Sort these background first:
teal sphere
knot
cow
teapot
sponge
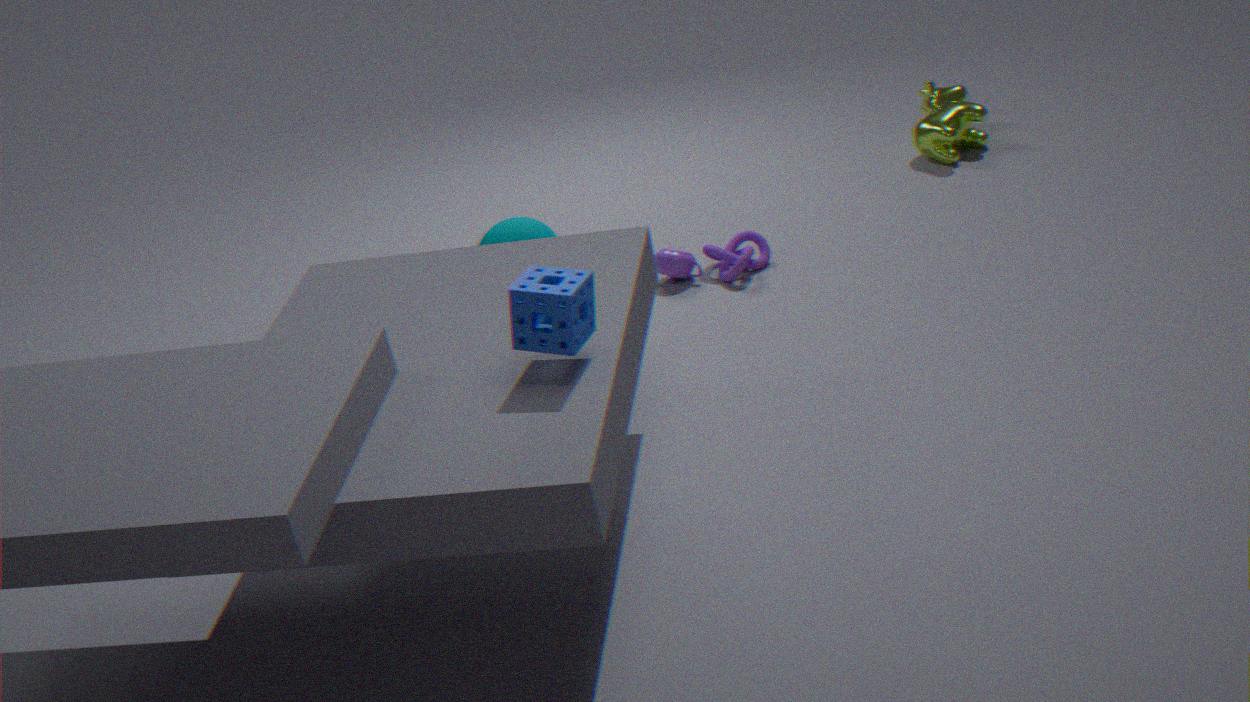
cow, teapot, teal sphere, knot, sponge
